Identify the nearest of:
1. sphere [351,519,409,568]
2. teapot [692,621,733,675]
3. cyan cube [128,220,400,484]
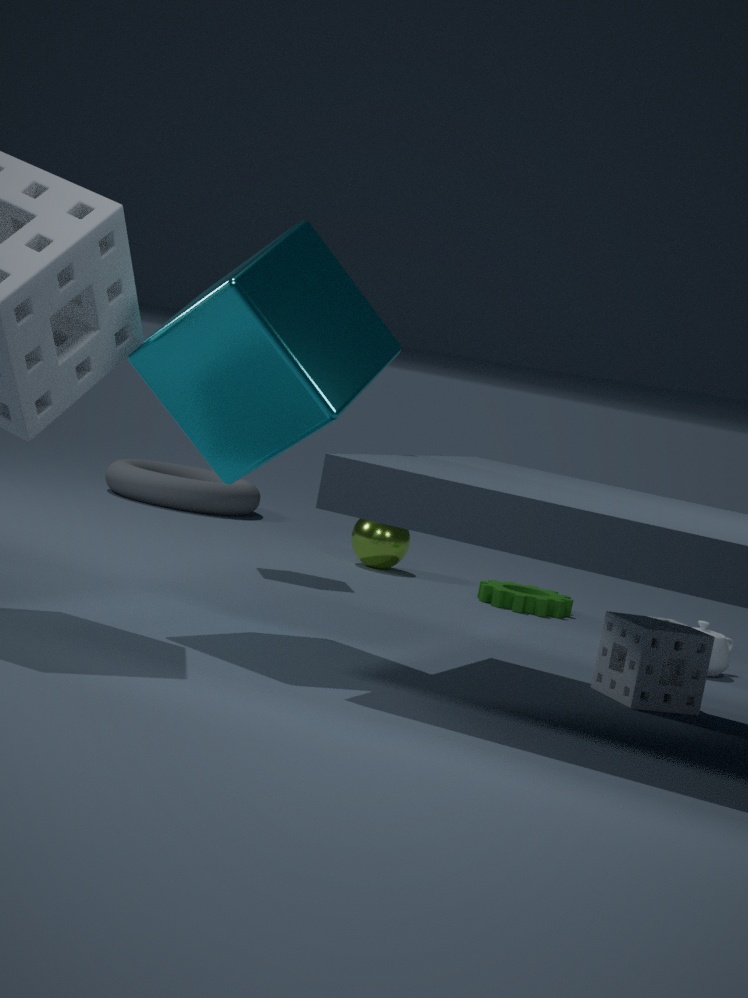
cyan cube [128,220,400,484]
